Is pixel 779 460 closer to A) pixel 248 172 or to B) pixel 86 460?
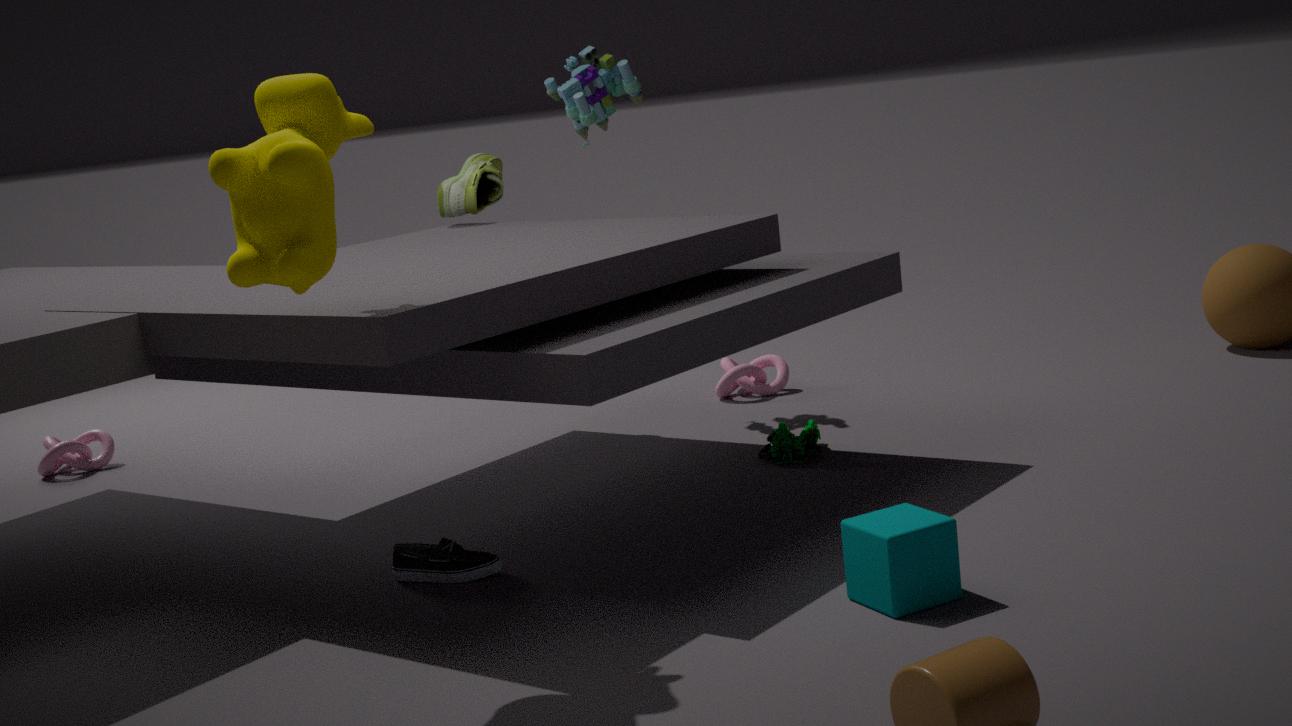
A) pixel 248 172
